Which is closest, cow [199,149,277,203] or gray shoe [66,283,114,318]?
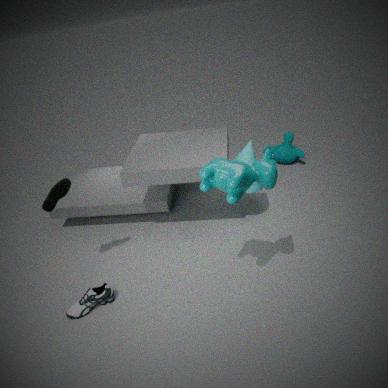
cow [199,149,277,203]
